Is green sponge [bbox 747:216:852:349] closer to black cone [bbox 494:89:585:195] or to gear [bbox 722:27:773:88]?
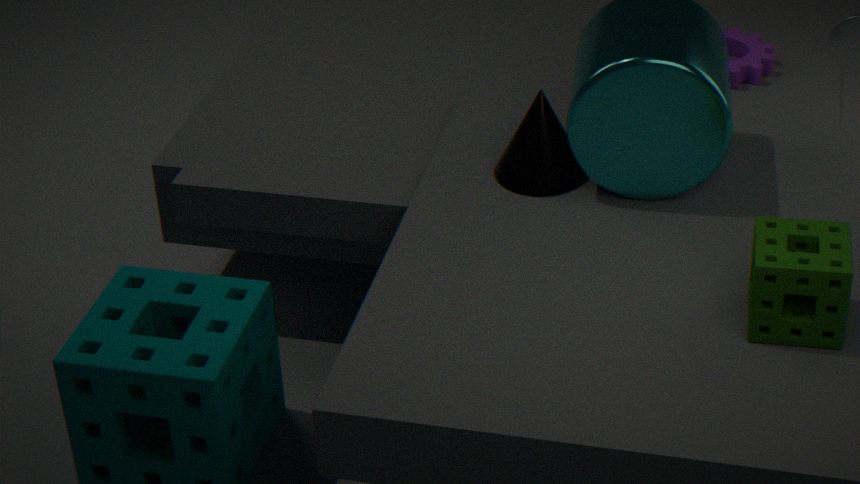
black cone [bbox 494:89:585:195]
